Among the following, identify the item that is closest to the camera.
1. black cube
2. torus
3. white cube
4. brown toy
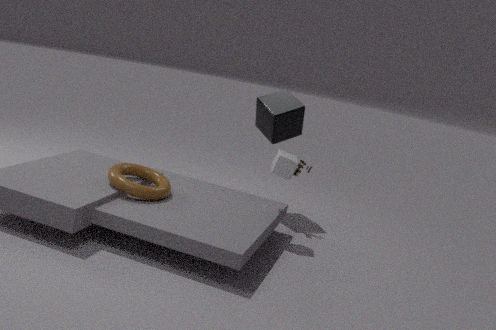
torus
